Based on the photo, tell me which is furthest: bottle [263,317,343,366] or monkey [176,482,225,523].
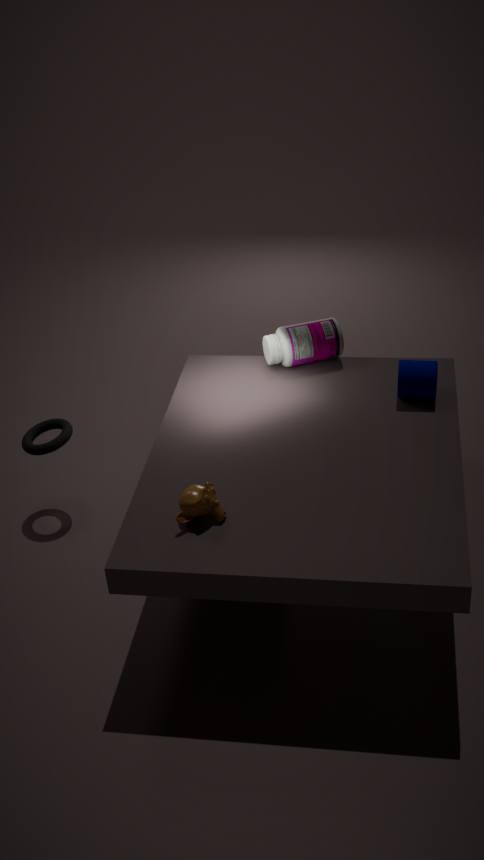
bottle [263,317,343,366]
